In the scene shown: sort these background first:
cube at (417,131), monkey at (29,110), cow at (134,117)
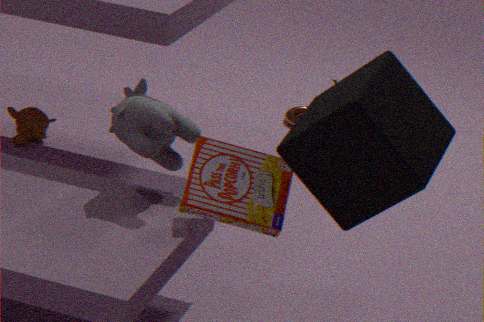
1. monkey at (29,110)
2. cow at (134,117)
3. cube at (417,131)
